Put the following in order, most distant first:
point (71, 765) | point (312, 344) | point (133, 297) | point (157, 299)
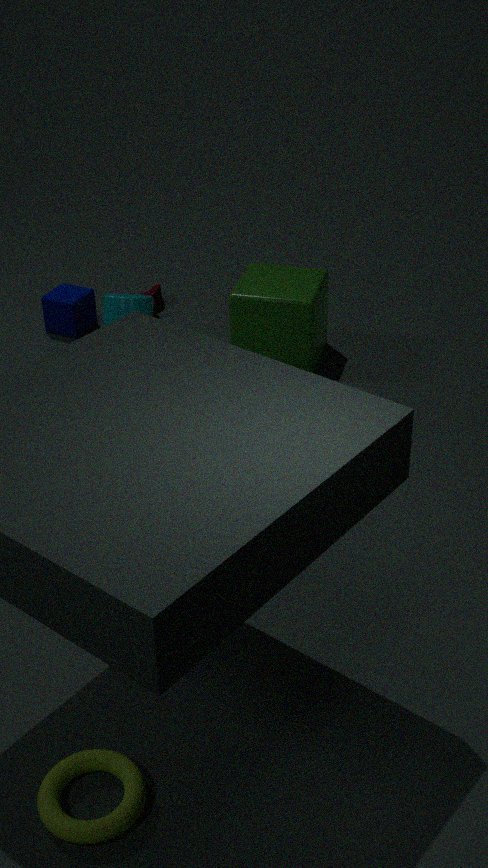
1. point (157, 299)
2. point (312, 344)
3. point (133, 297)
4. point (71, 765)
